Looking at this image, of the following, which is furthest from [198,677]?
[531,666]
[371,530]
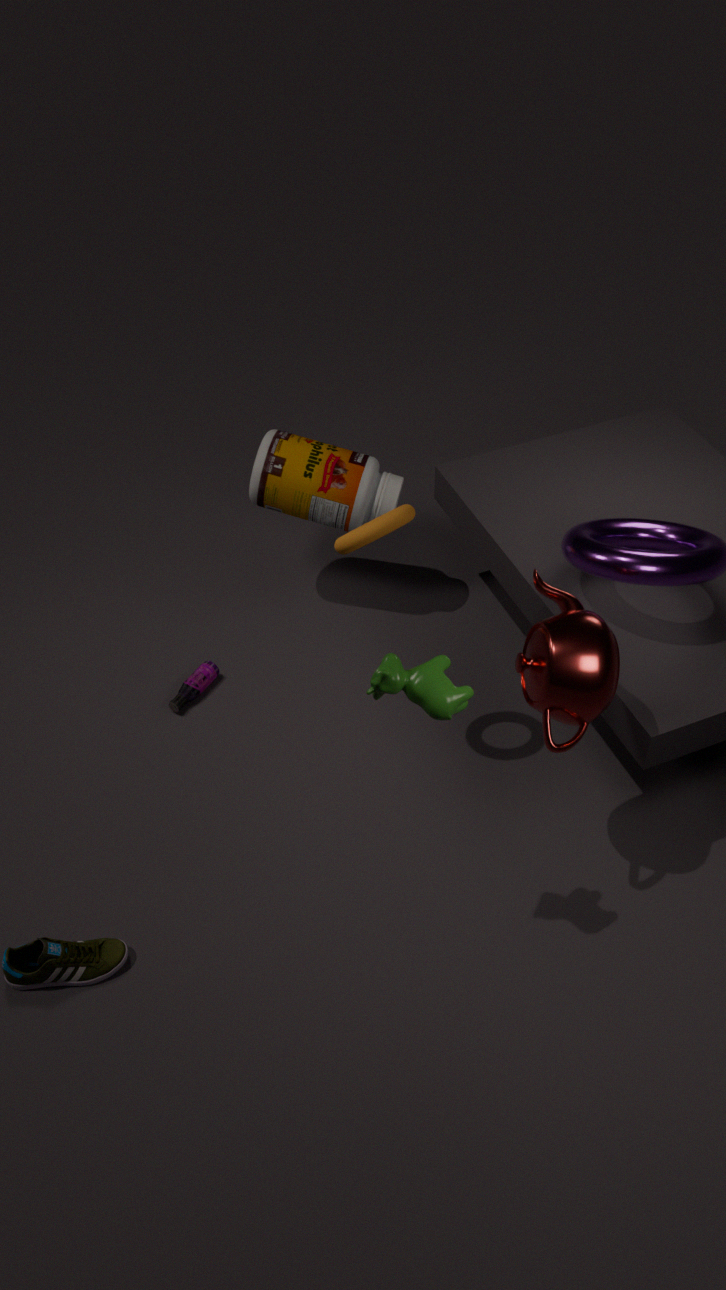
[531,666]
